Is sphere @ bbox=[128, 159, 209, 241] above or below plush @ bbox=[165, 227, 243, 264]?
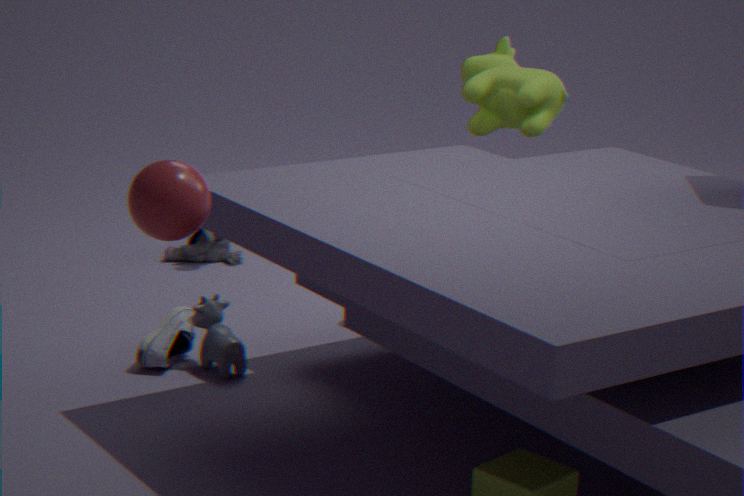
above
